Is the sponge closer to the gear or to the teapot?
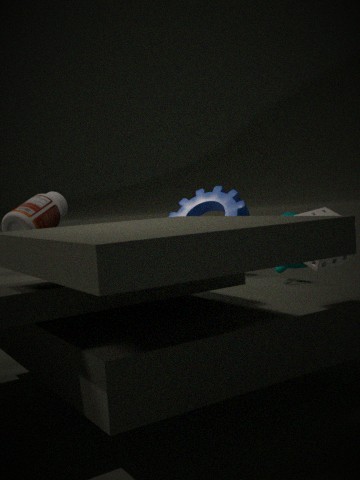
the teapot
